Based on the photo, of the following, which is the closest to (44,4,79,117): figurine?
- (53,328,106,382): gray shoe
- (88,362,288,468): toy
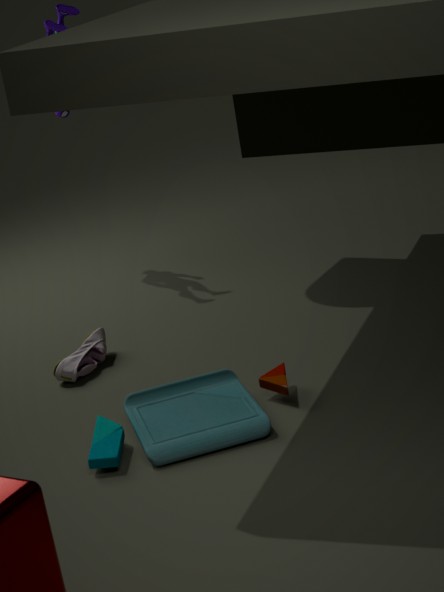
(53,328,106,382): gray shoe
